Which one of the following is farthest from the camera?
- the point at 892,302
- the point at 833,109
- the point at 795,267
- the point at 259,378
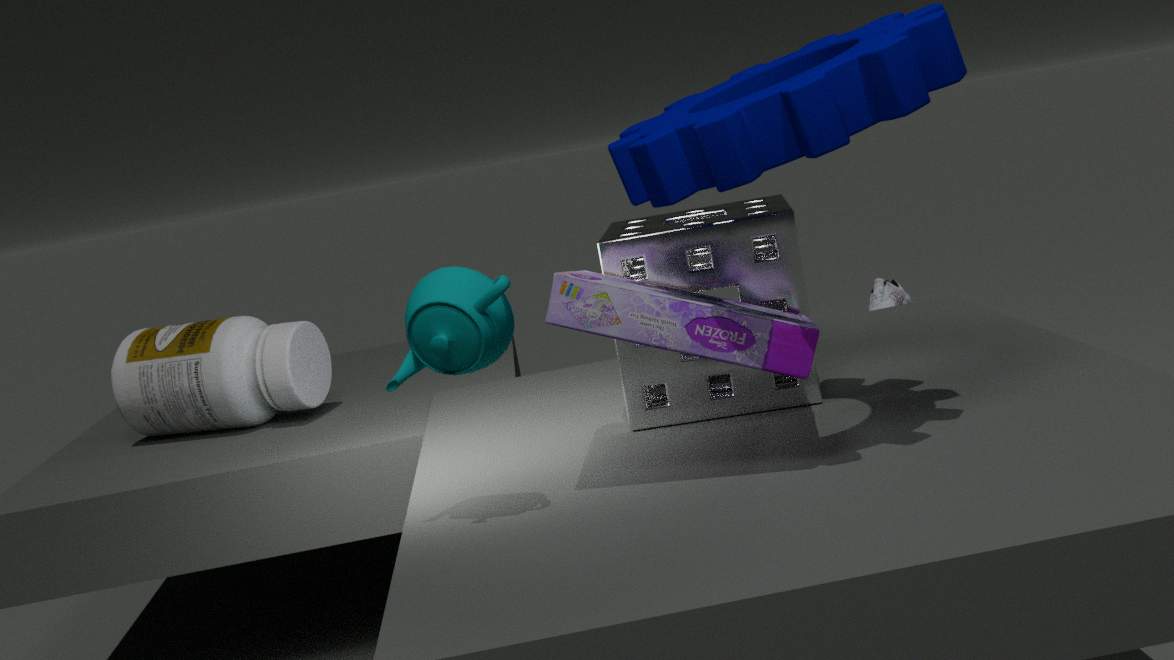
the point at 892,302
